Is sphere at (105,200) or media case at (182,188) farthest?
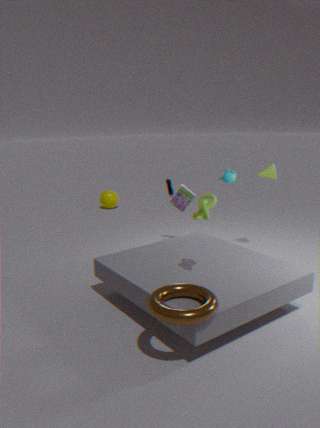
sphere at (105,200)
